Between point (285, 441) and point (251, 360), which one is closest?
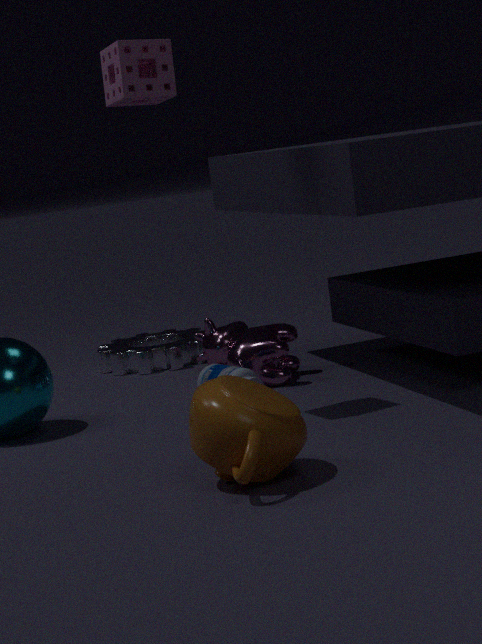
point (285, 441)
